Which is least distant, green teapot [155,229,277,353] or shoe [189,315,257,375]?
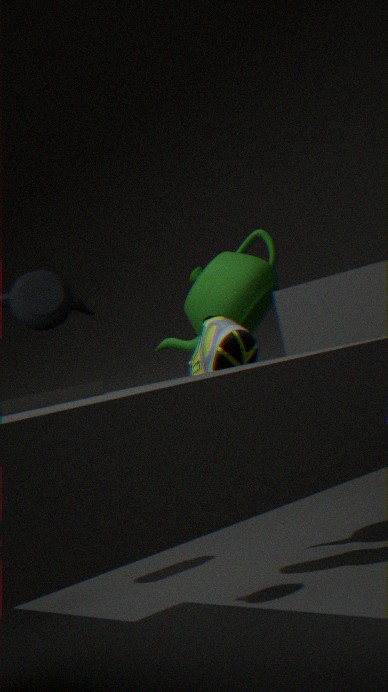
shoe [189,315,257,375]
